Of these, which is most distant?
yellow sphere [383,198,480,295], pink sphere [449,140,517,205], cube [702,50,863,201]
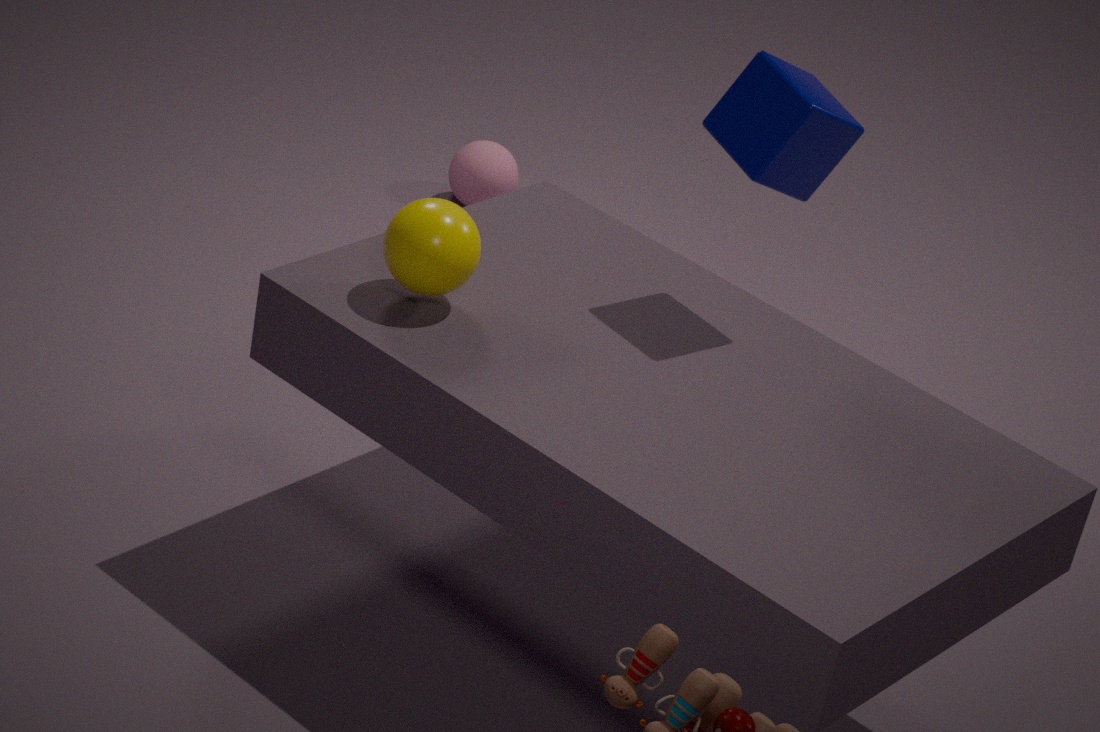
pink sphere [449,140,517,205]
